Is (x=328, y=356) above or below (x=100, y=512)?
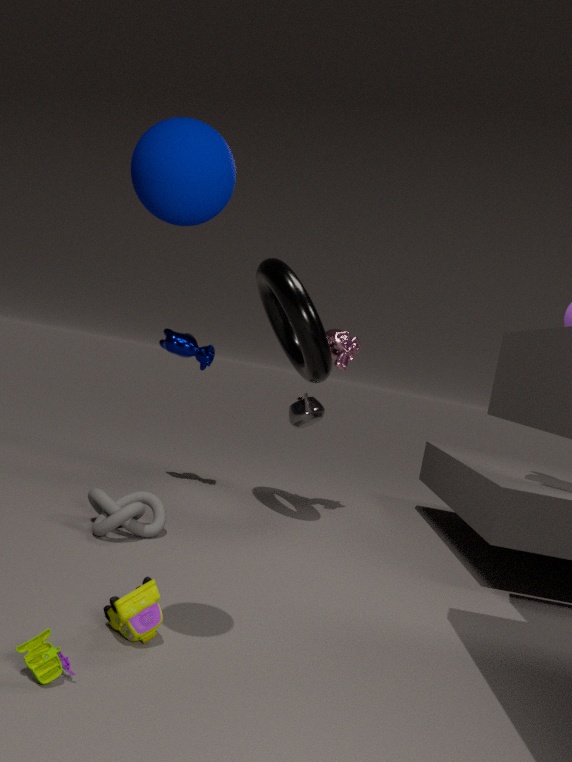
A: above
